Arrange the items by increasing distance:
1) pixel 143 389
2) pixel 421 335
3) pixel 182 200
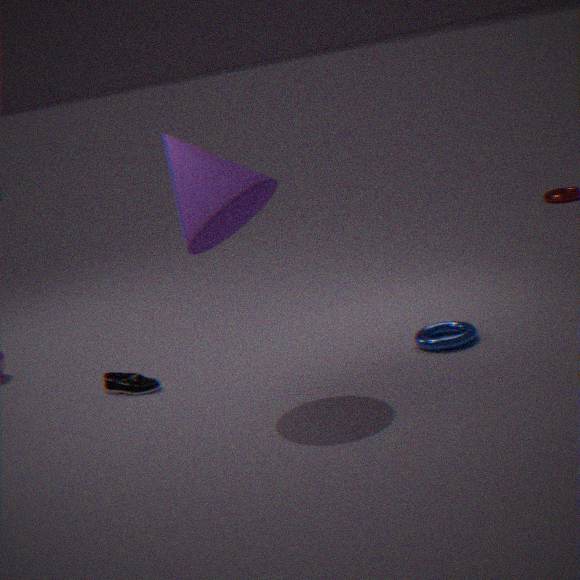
3. pixel 182 200 → 2. pixel 421 335 → 1. pixel 143 389
